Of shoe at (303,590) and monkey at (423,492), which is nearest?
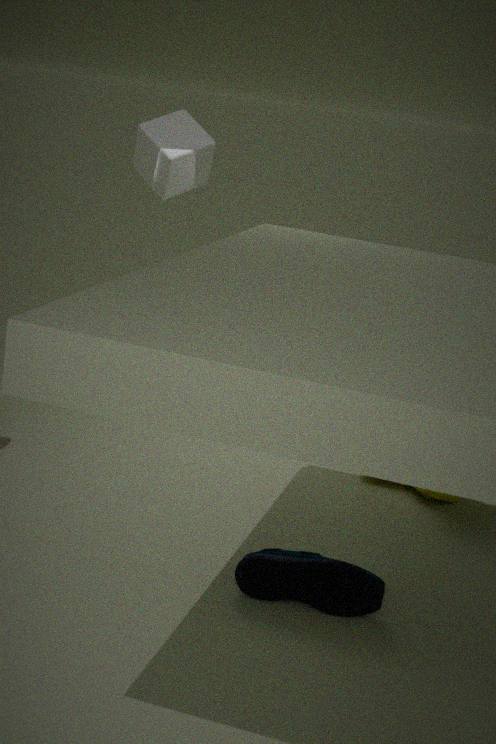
shoe at (303,590)
